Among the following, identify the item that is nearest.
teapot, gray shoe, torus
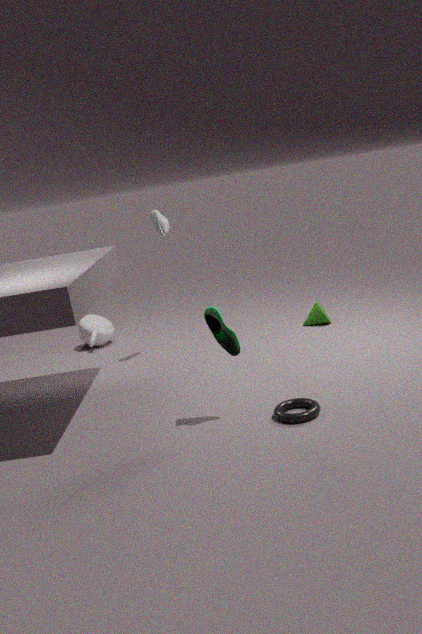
torus
